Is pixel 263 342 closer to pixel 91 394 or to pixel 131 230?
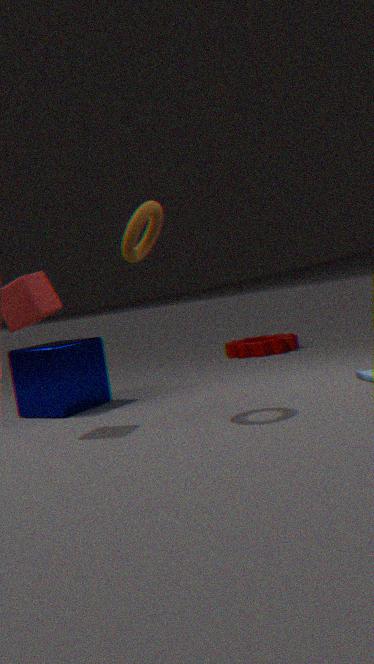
pixel 91 394
